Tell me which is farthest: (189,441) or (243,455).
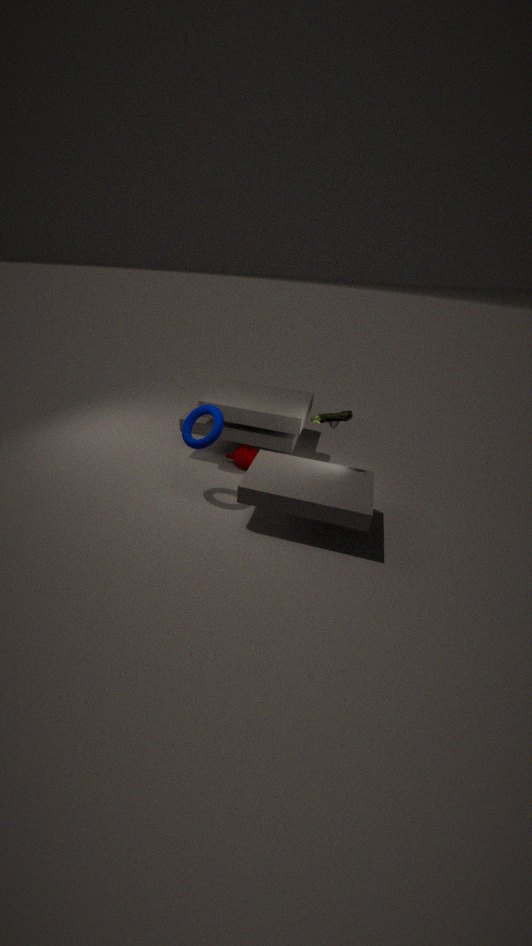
(243,455)
